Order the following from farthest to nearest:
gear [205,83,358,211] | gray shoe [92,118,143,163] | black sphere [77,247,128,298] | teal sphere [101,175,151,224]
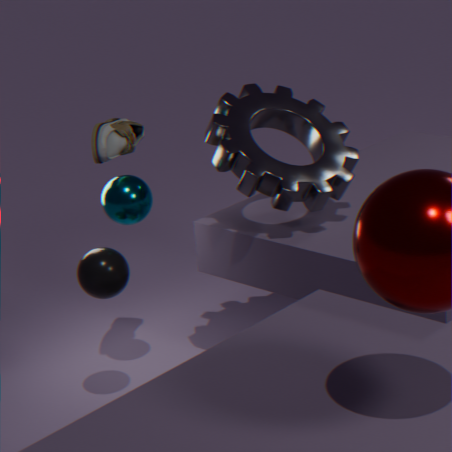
teal sphere [101,175,151,224]
gear [205,83,358,211]
gray shoe [92,118,143,163]
black sphere [77,247,128,298]
